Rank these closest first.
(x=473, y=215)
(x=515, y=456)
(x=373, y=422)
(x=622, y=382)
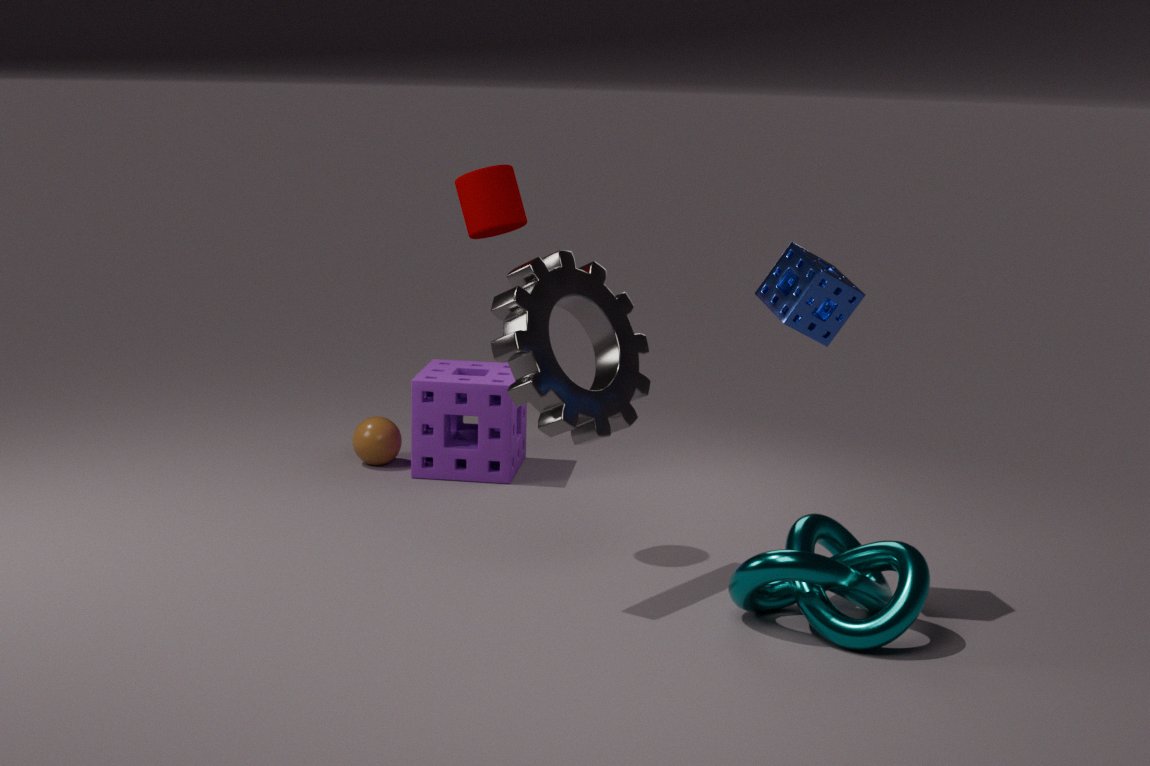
(x=622, y=382) < (x=473, y=215) < (x=515, y=456) < (x=373, y=422)
